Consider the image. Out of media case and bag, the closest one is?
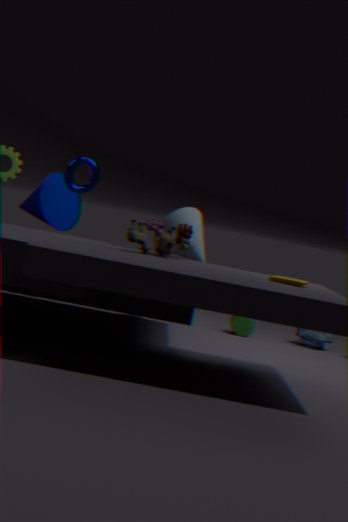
media case
